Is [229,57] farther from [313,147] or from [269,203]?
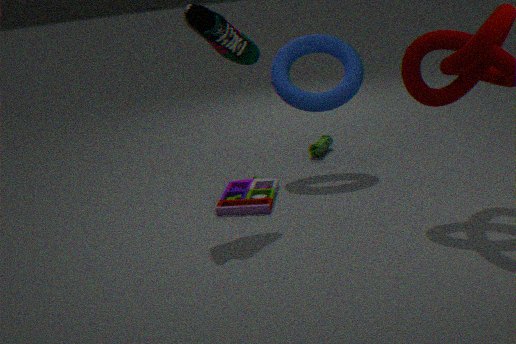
[313,147]
